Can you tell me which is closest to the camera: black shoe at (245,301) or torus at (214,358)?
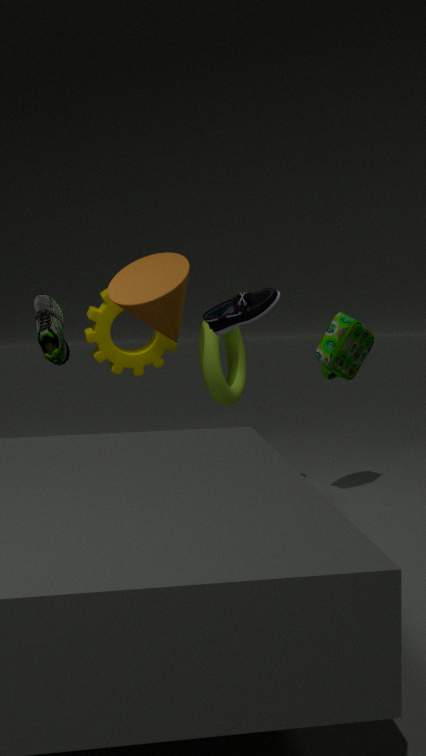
black shoe at (245,301)
